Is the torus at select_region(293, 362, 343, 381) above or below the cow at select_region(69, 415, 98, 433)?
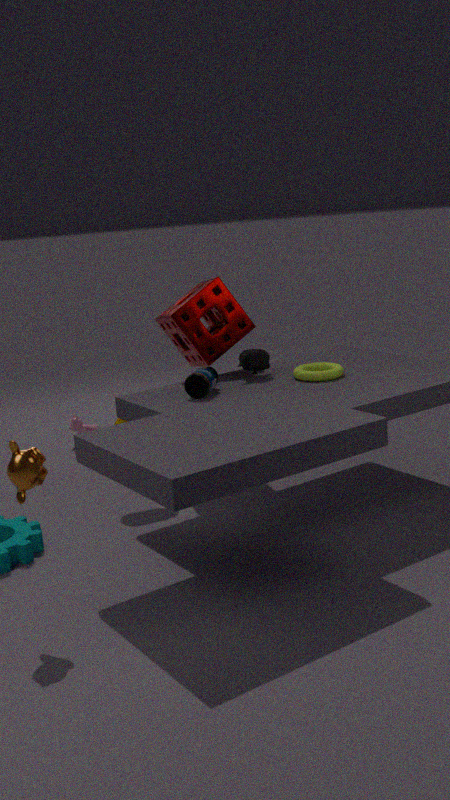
above
